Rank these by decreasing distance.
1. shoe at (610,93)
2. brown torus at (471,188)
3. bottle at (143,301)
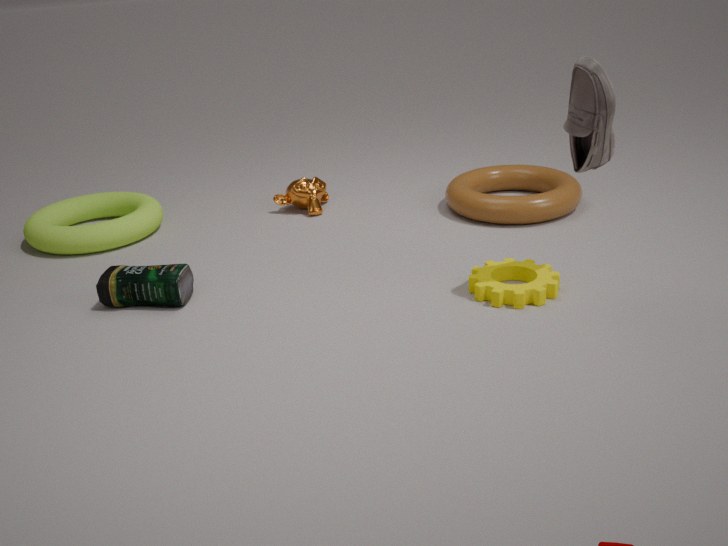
1. brown torus at (471,188)
2. bottle at (143,301)
3. shoe at (610,93)
